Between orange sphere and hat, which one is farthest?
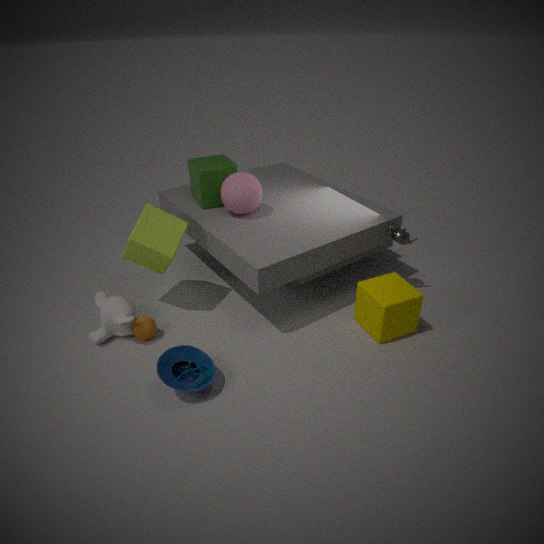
orange sphere
